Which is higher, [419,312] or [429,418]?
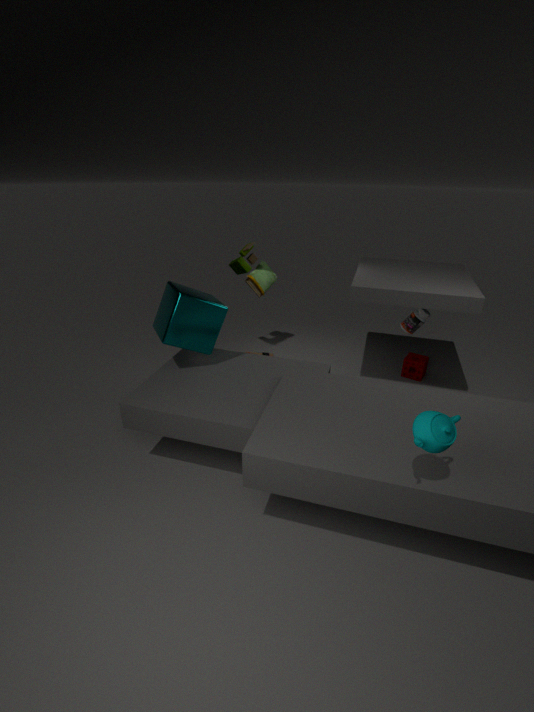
[429,418]
